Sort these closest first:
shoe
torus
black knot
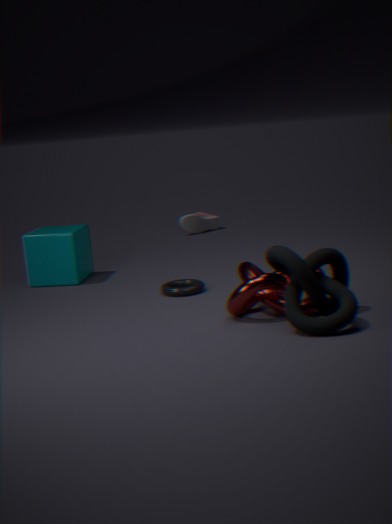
1. black knot
2. torus
3. shoe
